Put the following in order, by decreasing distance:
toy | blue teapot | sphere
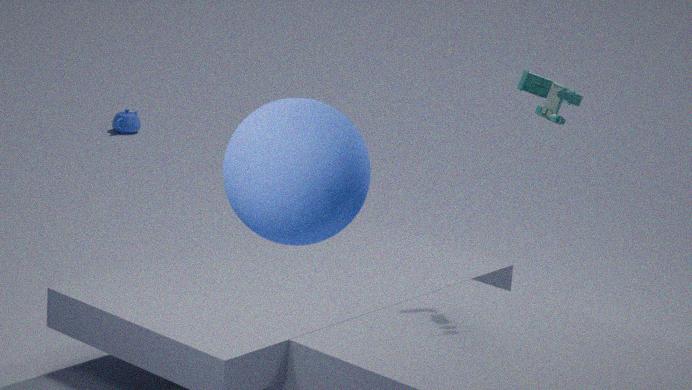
blue teapot < toy < sphere
